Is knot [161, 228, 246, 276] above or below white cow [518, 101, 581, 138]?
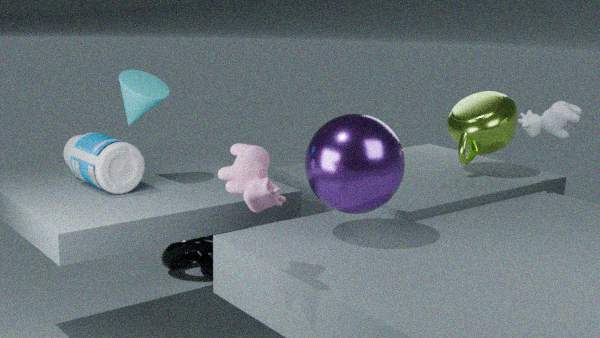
below
